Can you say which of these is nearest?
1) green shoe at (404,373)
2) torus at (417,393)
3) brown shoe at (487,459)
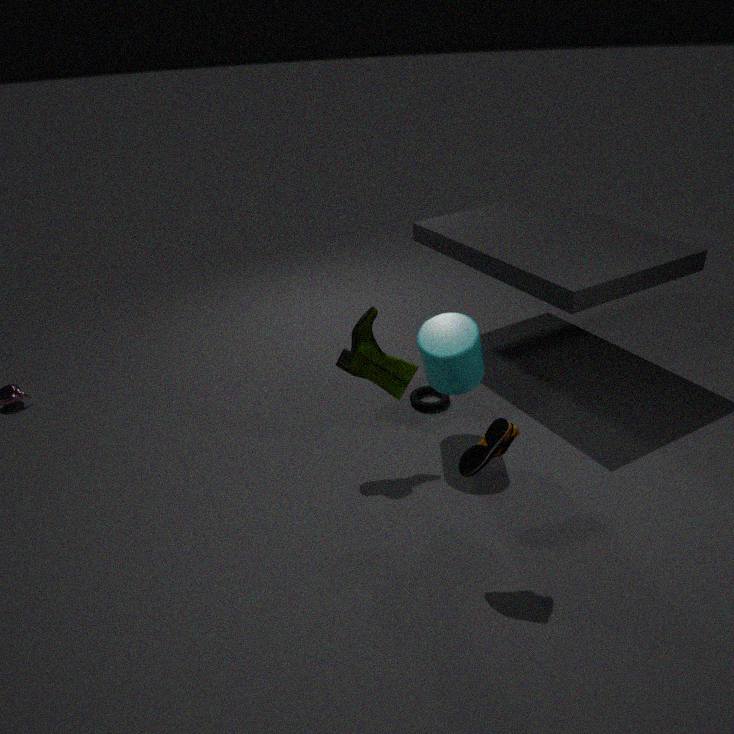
3. brown shoe at (487,459)
